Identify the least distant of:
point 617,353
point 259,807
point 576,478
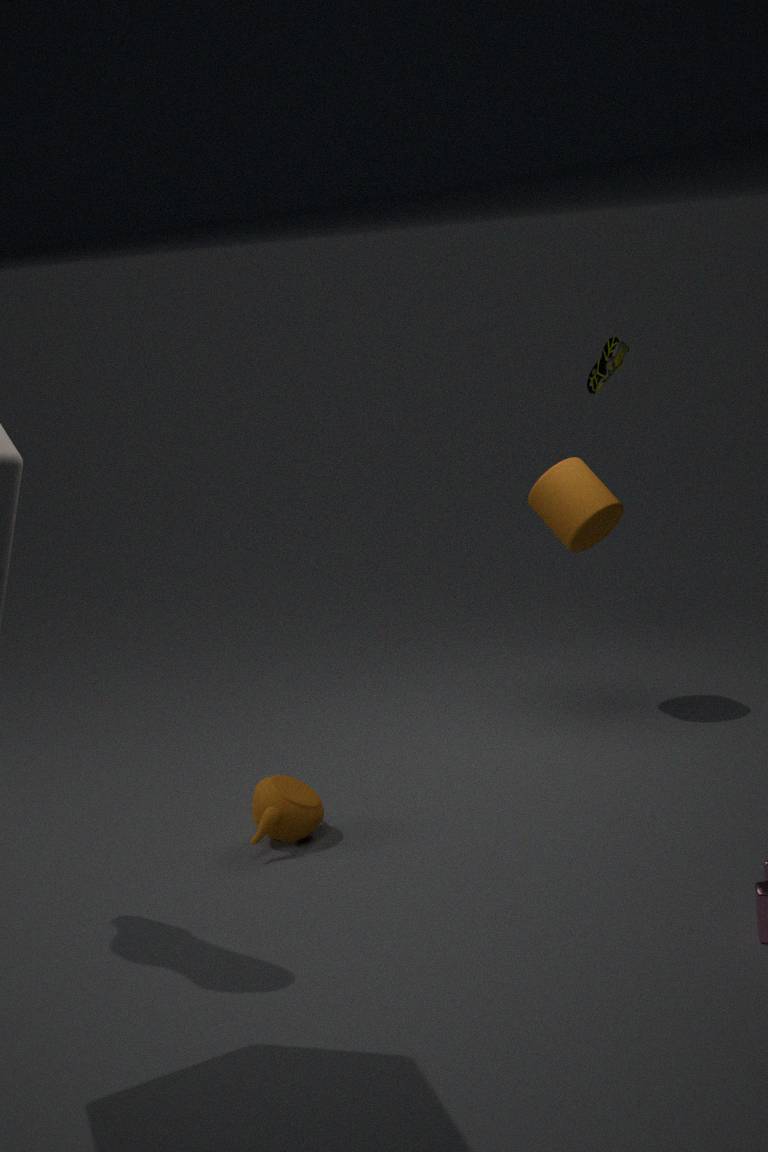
point 259,807
